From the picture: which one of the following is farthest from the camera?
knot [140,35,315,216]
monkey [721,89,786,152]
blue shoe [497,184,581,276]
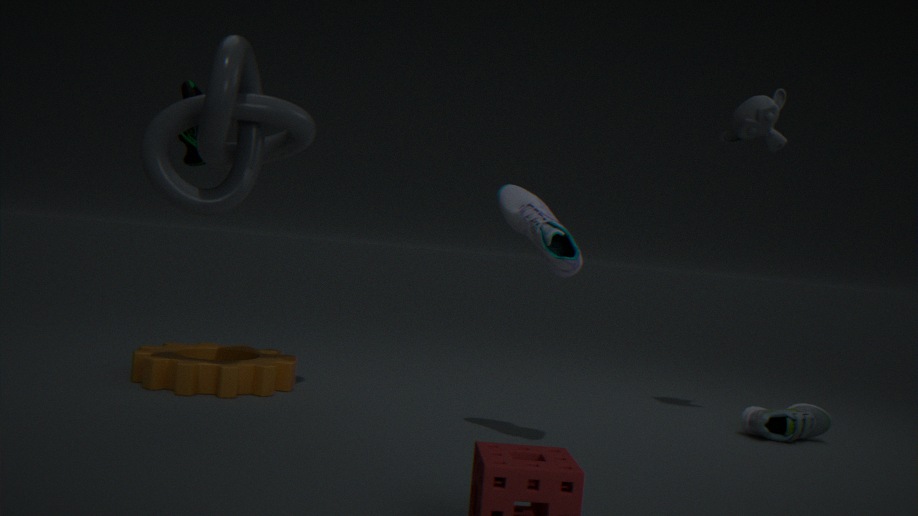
monkey [721,89,786,152]
